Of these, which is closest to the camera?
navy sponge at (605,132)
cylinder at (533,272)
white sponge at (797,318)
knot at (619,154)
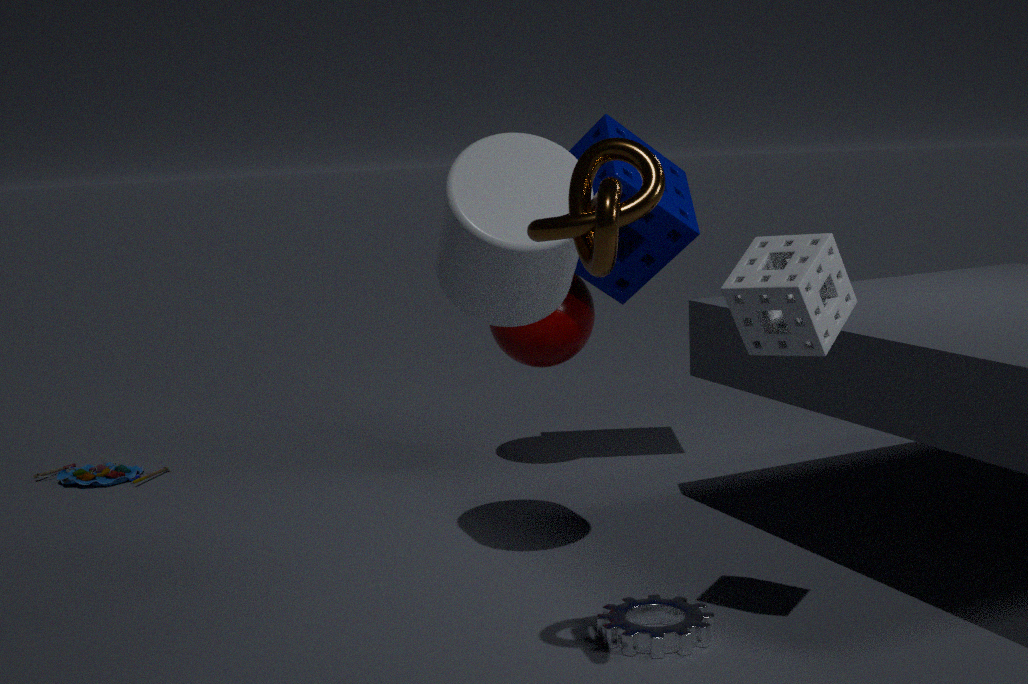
knot at (619,154)
